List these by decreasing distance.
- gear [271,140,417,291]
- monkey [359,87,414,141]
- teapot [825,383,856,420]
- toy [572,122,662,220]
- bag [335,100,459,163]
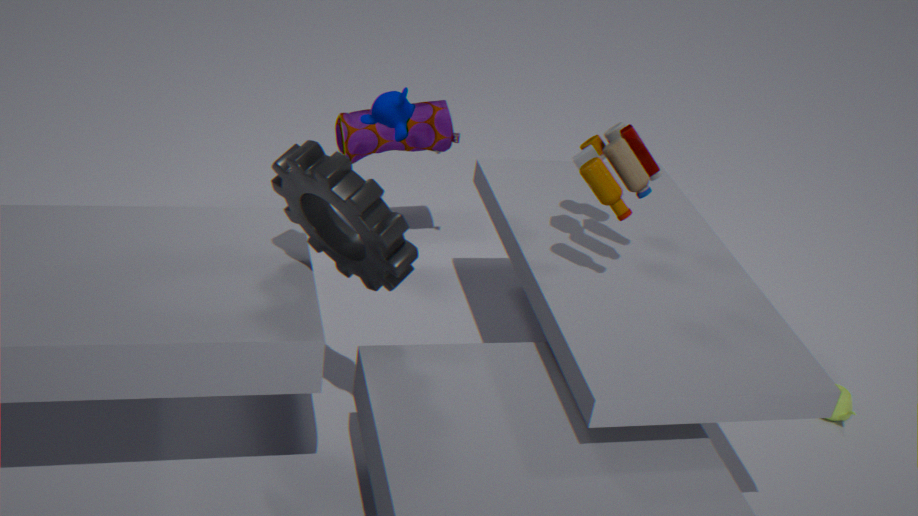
bag [335,100,459,163] < teapot [825,383,856,420] < monkey [359,87,414,141] < toy [572,122,662,220] < gear [271,140,417,291]
